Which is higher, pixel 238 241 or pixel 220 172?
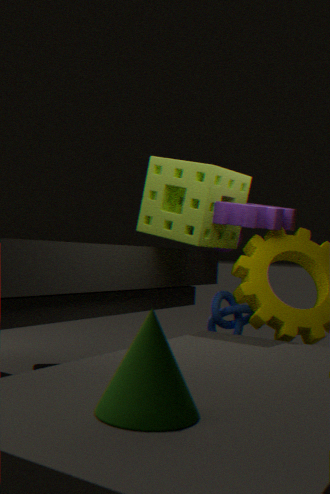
pixel 220 172
